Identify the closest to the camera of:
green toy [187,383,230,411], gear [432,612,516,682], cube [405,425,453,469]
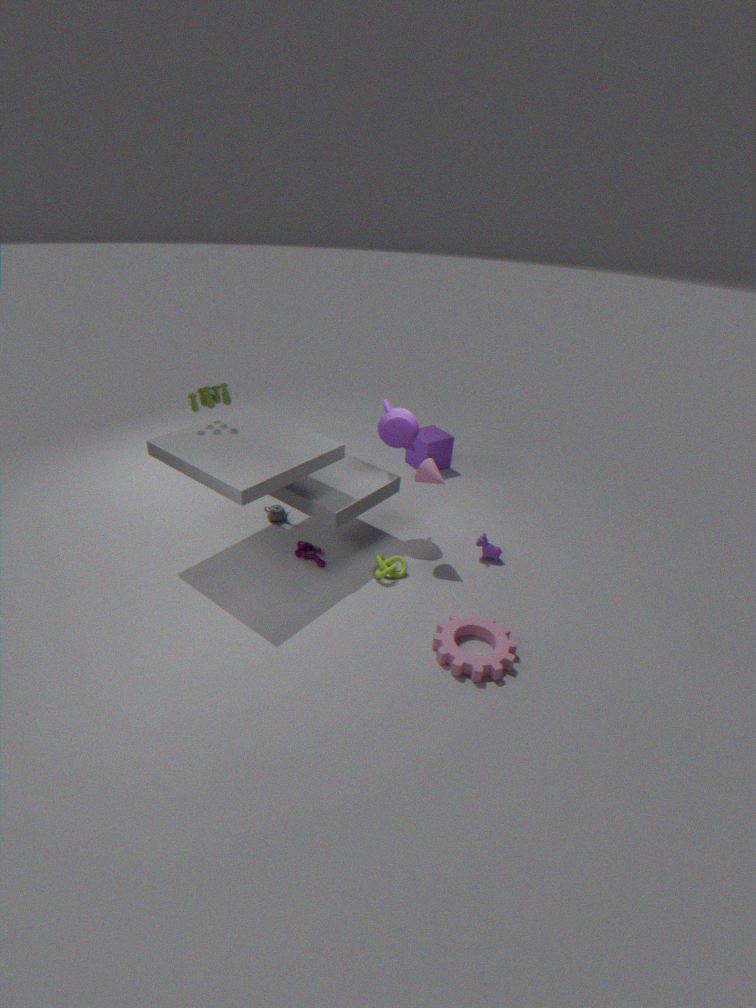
gear [432,612,516,682]
